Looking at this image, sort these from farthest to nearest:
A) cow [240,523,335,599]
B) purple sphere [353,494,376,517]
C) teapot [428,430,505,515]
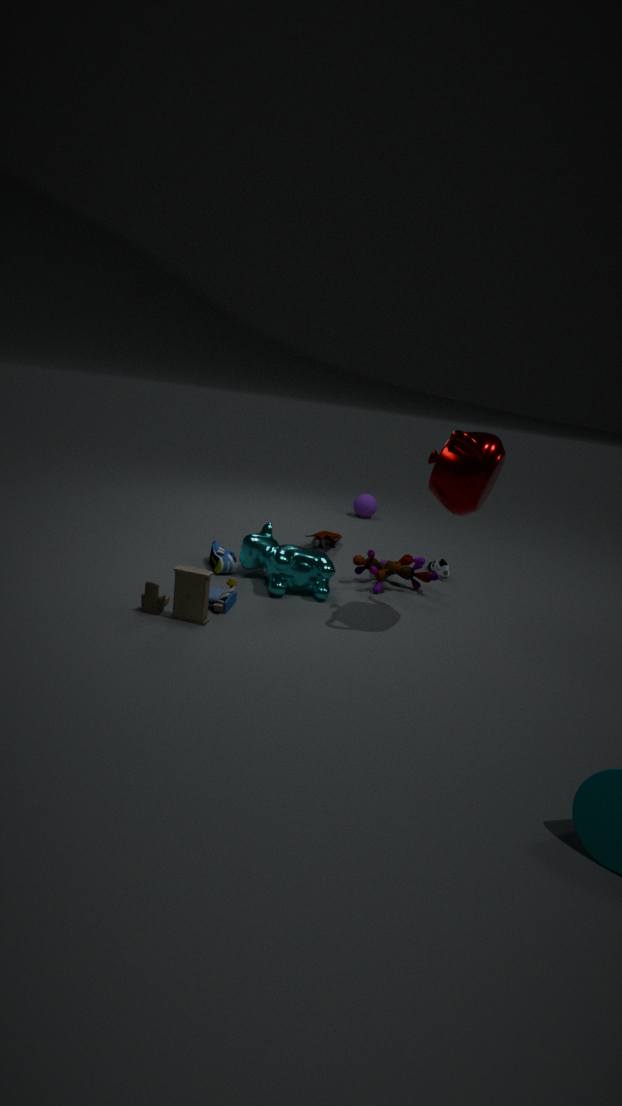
purple sphere [353,494,376,517] → cow [240,523,335,599] → teapot [428,430,505,515]
